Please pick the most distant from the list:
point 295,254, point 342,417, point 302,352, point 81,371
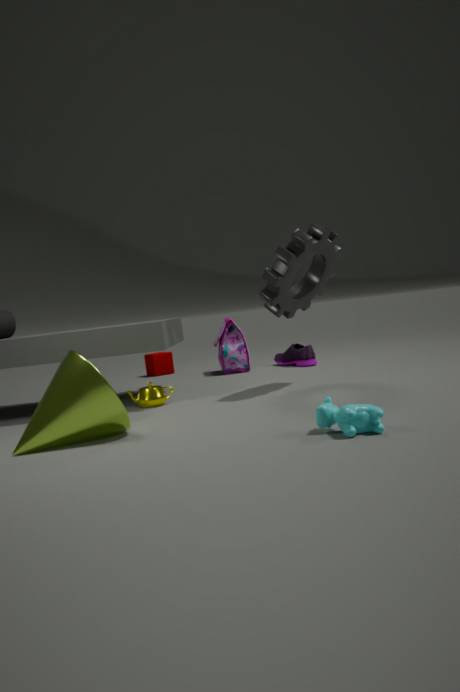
point 302,352
